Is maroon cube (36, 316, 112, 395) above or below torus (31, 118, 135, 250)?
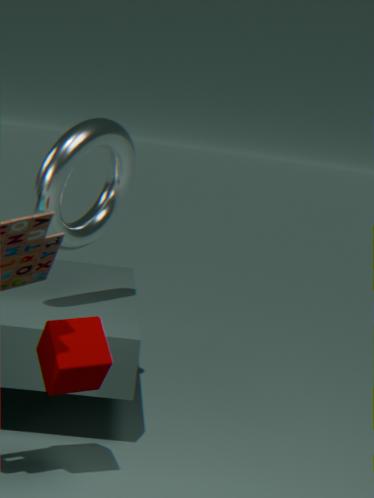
below
